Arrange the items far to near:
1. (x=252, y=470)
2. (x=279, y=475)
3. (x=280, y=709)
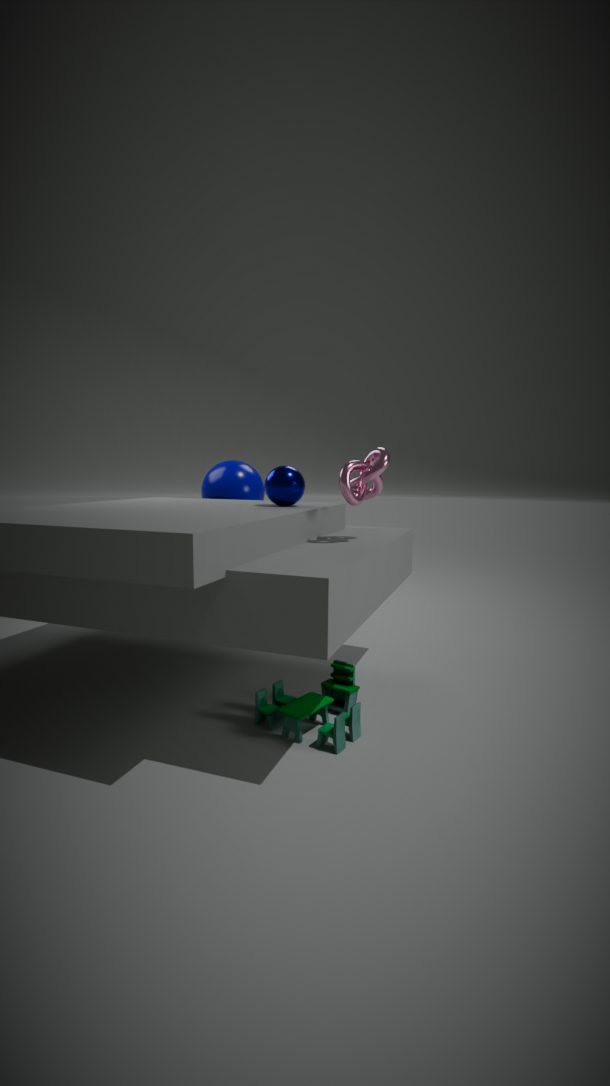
1. (x=252, y=470)
2. (x=279, y=475)
3. (x=280, y=709)
